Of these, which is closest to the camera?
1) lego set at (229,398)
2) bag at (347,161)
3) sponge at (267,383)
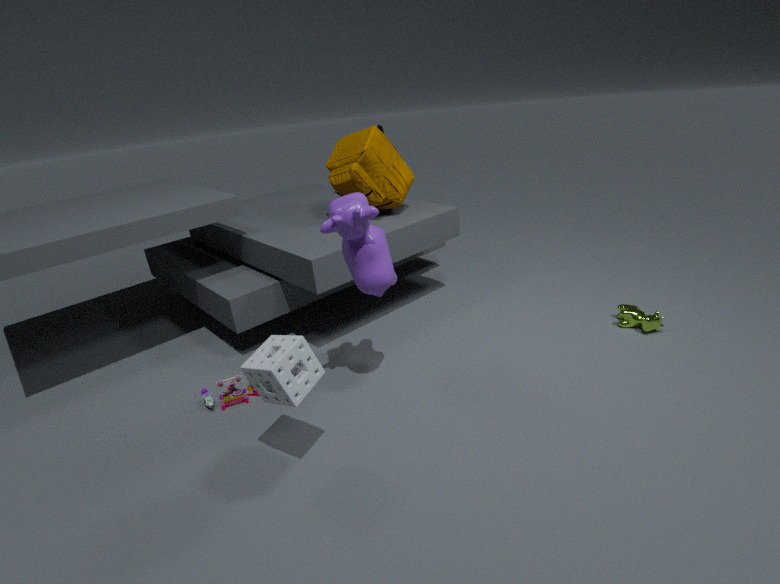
3. sponge at (267,383)
